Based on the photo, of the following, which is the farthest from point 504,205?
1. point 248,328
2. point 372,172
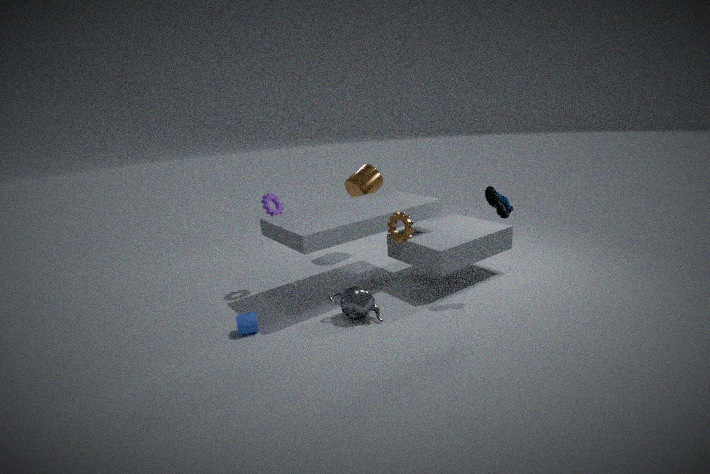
point 248,328
